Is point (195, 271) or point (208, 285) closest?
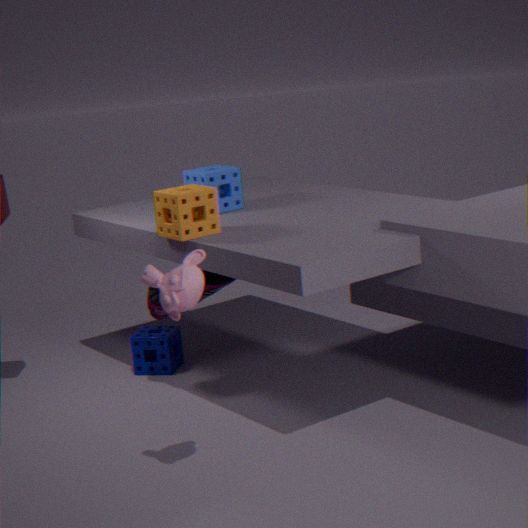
point (195, 271)
